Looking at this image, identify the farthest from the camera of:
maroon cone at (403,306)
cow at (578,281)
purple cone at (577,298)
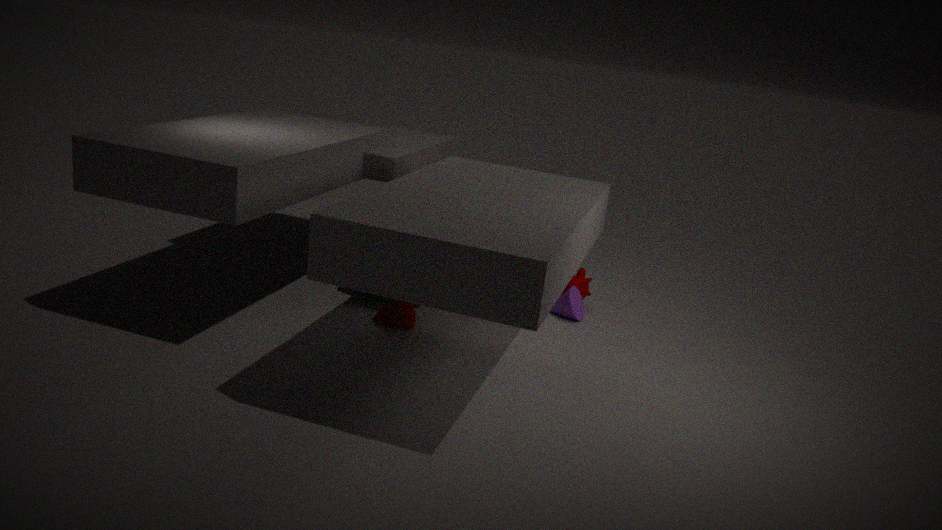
cow at (578,281)
